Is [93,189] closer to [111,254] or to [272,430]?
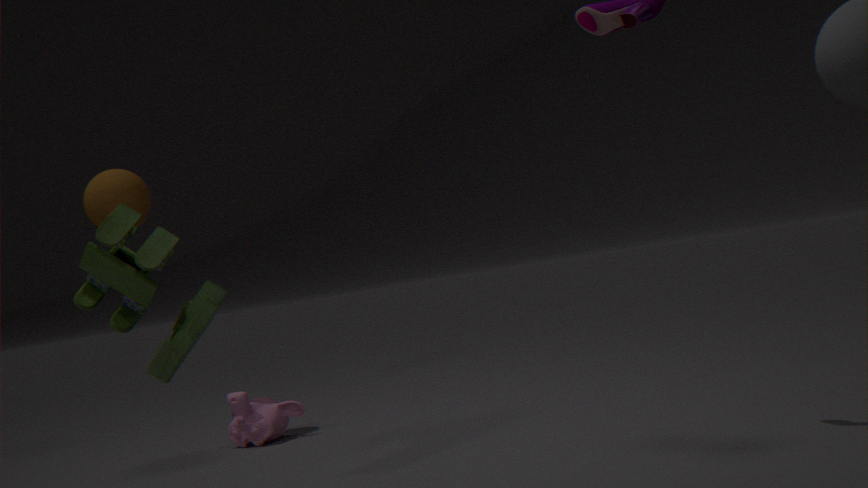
[272,430]
